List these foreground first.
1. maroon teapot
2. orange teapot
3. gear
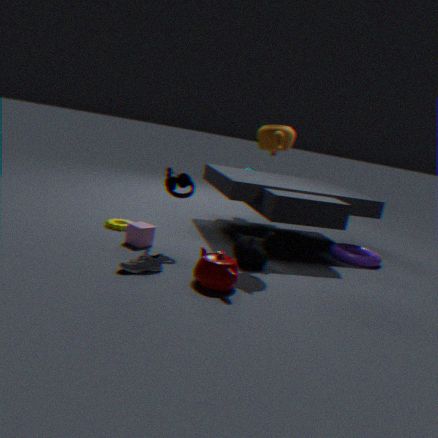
maroon teapot
orange teapot
gear
